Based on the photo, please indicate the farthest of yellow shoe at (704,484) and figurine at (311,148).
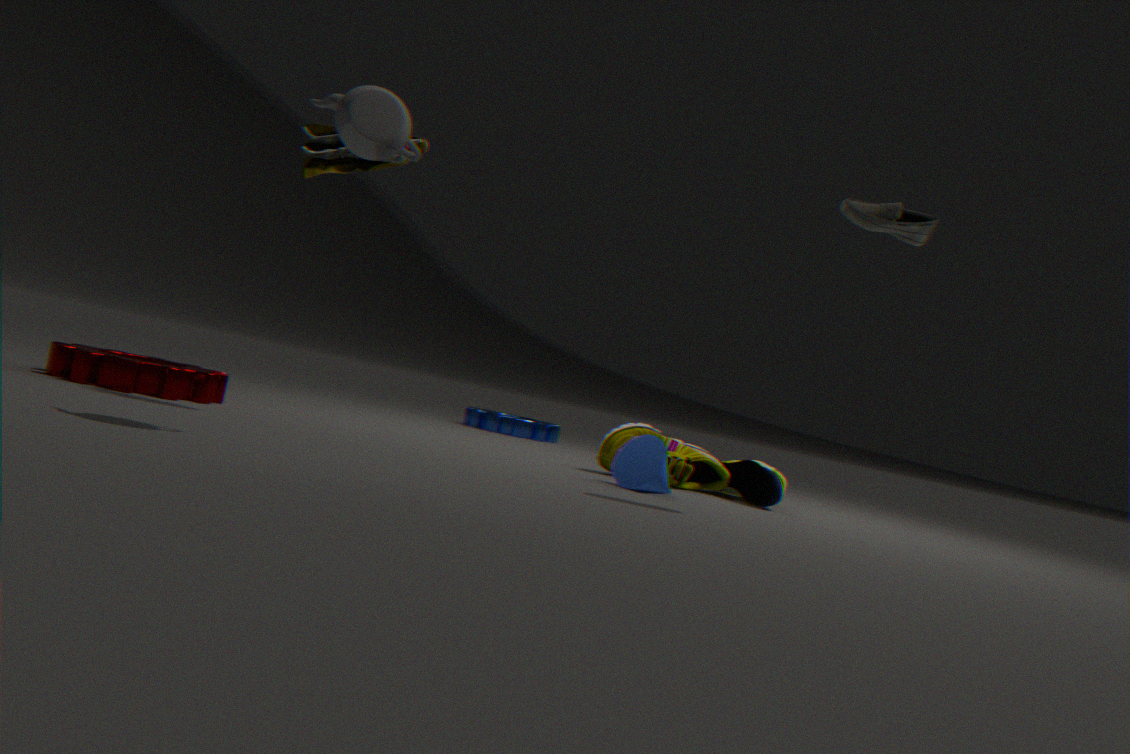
yellow shoe at (704,484)
